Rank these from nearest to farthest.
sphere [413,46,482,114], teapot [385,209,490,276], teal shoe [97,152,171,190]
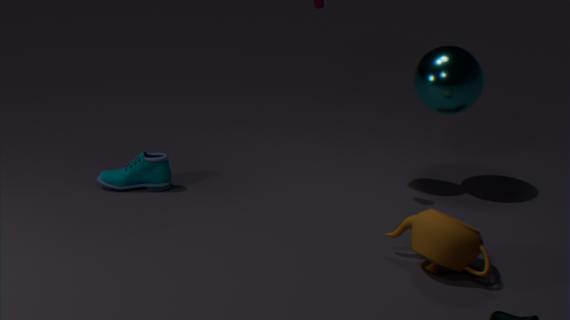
teapot [385,209,490,276] → sphere [413,46,482,114] → teal shoe [97,152,171,190]
